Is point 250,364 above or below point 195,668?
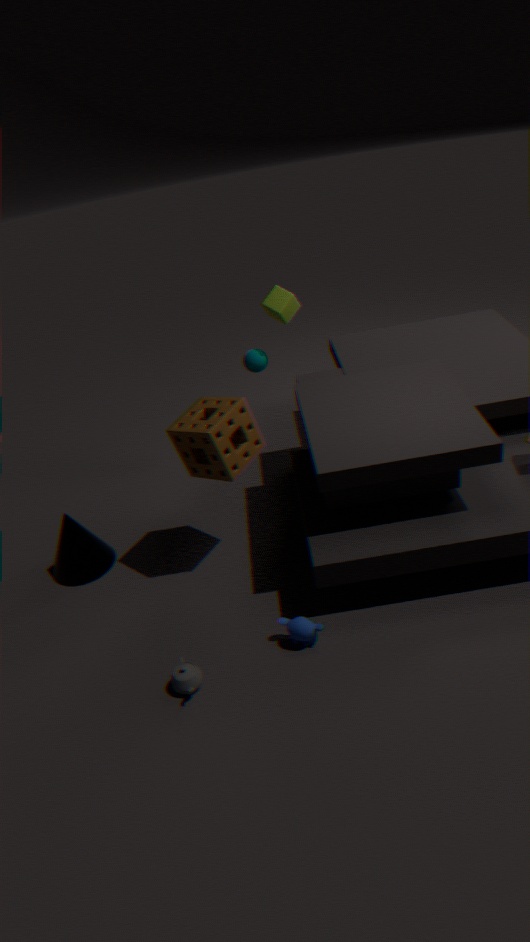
above
